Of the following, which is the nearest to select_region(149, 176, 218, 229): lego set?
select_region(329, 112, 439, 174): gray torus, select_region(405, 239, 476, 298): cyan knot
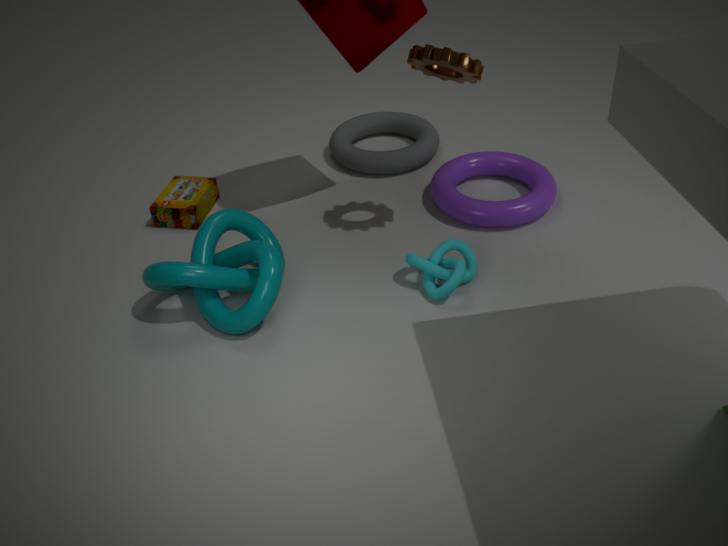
select_region(329, 112, 439, 174): gray torus
